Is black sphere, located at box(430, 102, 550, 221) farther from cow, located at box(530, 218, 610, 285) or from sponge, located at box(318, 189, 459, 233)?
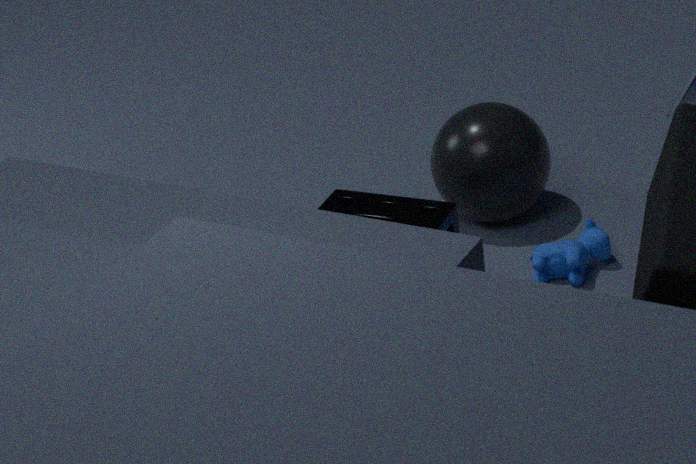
sponge, located at box(318, 189, 459, 233)
